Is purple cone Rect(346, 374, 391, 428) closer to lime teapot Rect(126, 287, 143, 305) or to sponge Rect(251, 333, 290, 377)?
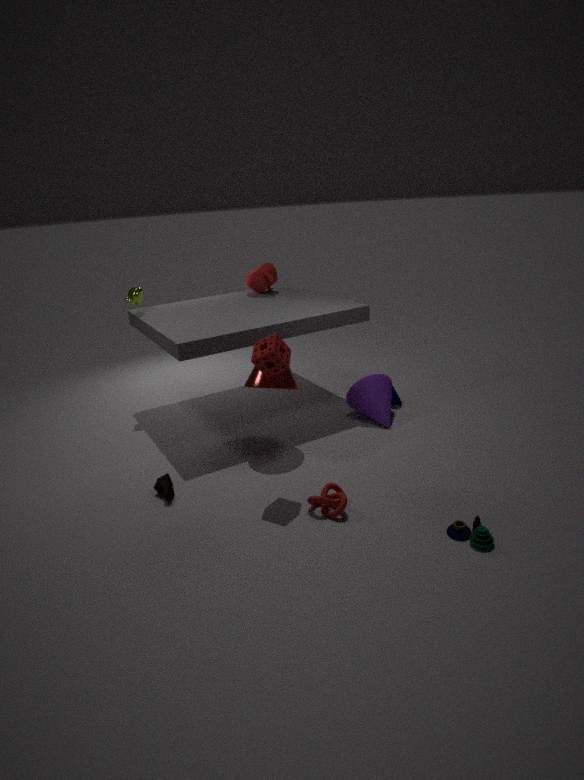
sponge Rect(251, 333, 290, 377)
